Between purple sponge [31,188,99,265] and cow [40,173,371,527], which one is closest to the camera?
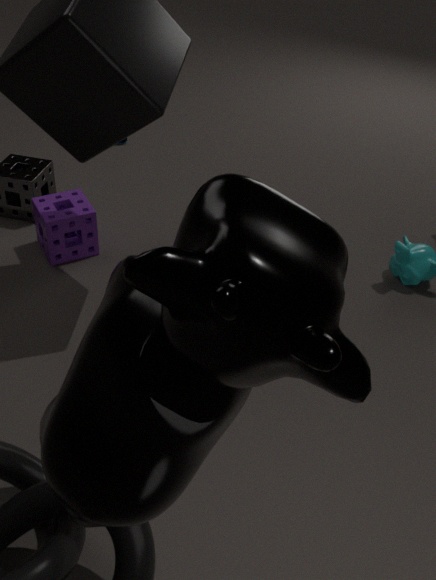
cow [40,173,371,527]
